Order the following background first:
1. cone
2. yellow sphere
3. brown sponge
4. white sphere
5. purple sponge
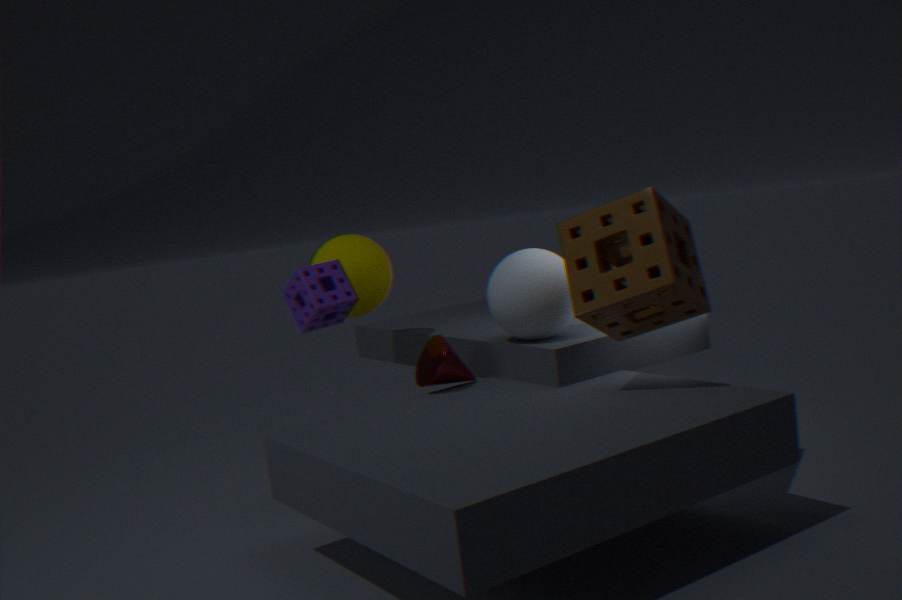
yellow sphere
cone
white sphere
purple sponge
brown sponge
